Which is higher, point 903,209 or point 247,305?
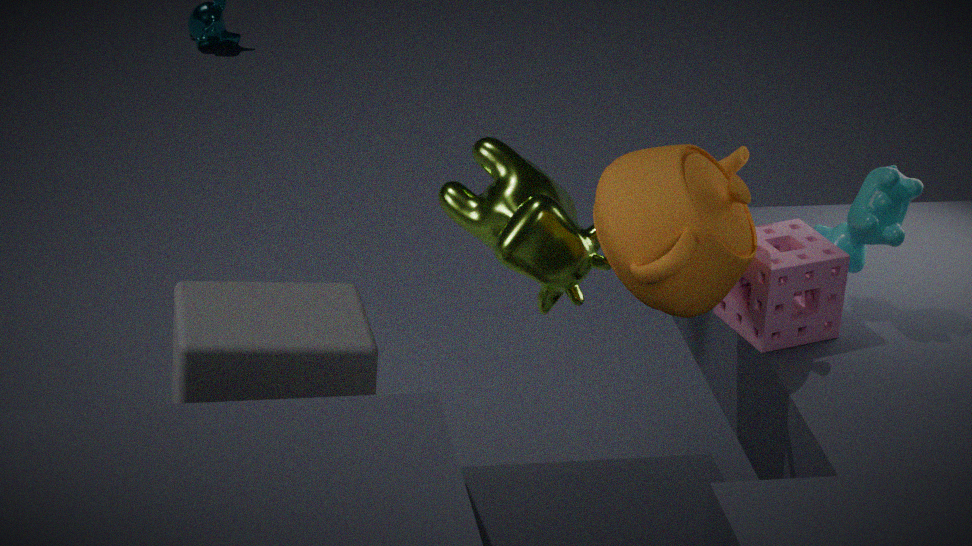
point 903,209
